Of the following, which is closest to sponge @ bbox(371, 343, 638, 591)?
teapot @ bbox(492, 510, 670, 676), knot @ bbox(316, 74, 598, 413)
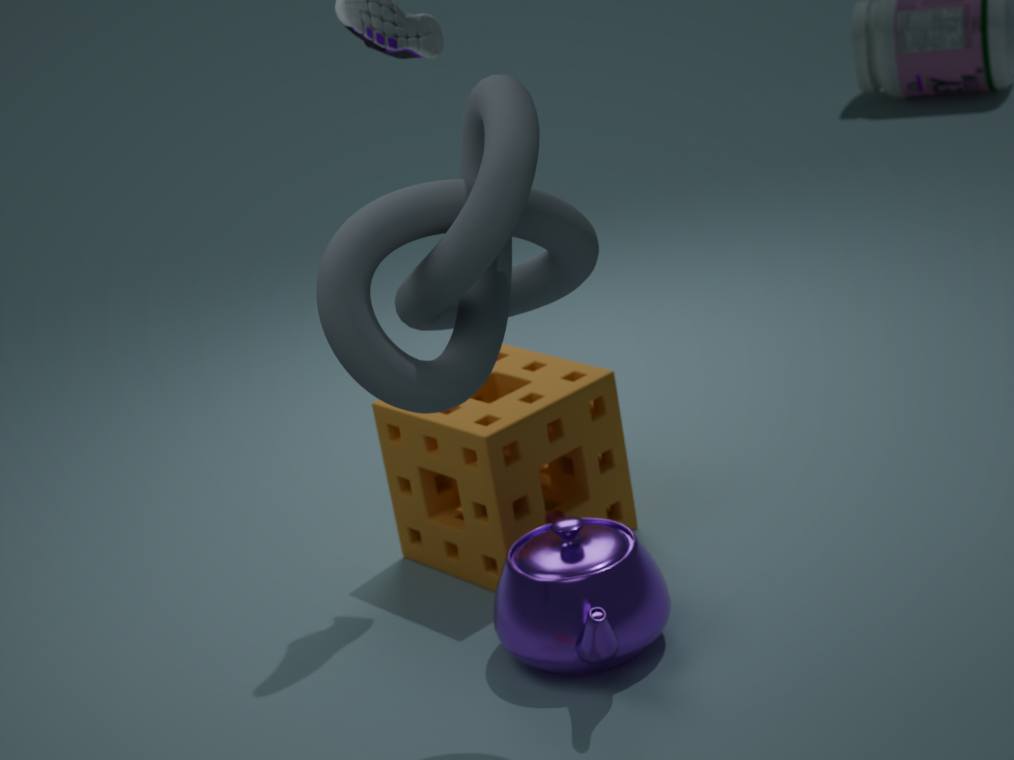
teapot @ bbox(492, 510, 670, 676)
